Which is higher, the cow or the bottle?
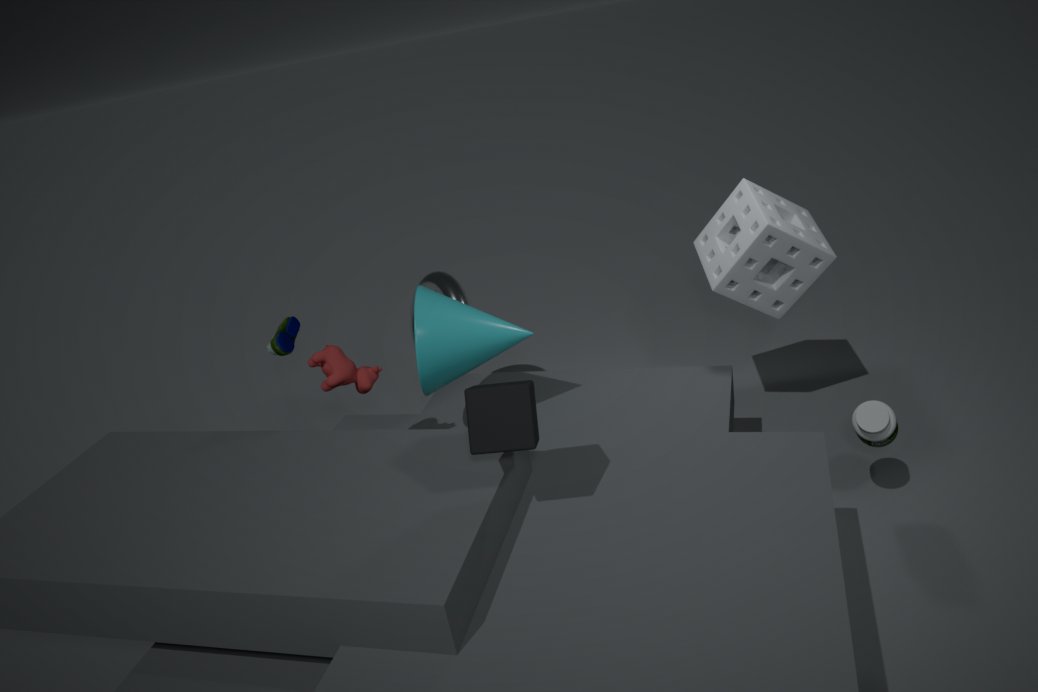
the cow
